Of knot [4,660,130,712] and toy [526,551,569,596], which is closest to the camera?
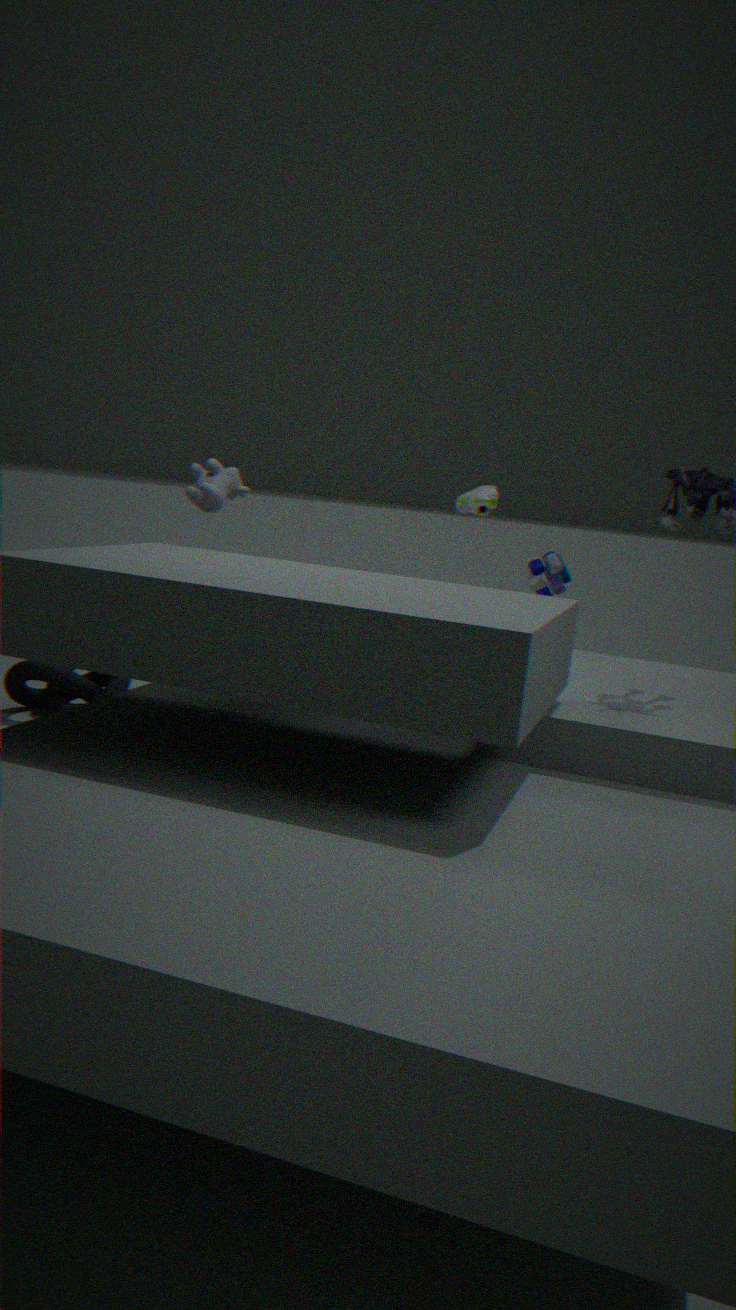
toy [526,551,569,596]
